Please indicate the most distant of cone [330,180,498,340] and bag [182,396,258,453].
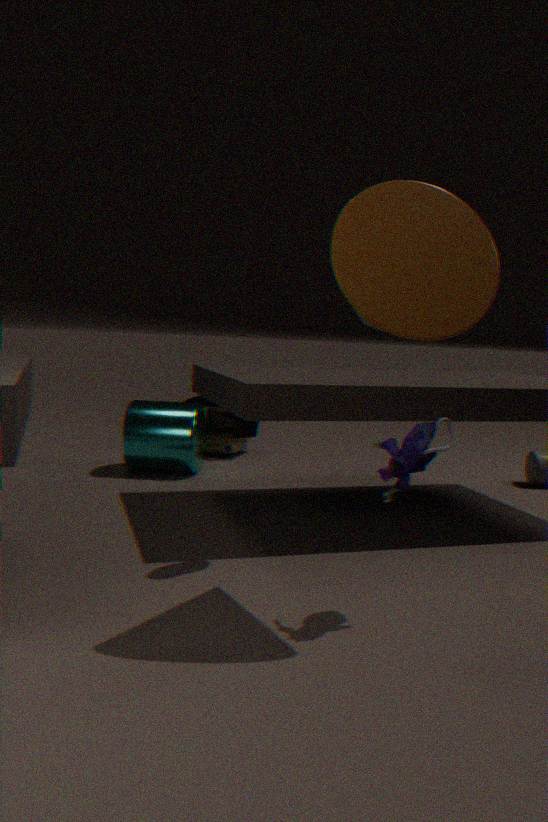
bag [182,396,258,453]
